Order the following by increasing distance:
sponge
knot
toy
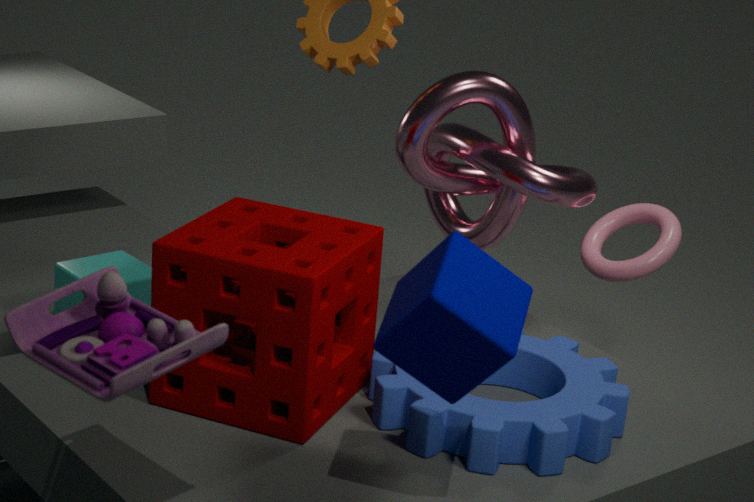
toy → sponge → knot
